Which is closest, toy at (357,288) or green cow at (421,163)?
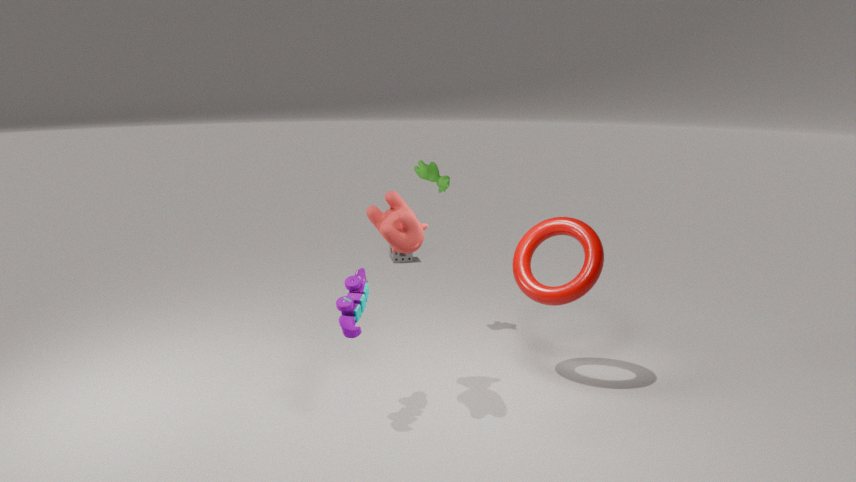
toy at (357,288)
